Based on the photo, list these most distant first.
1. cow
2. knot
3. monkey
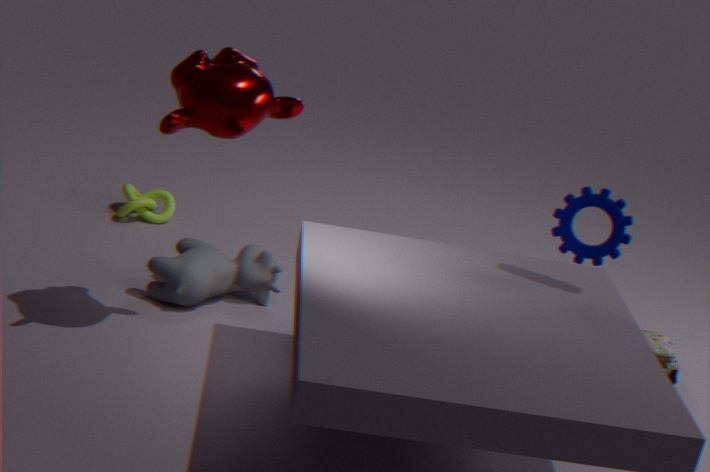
knot < cow < monkey
